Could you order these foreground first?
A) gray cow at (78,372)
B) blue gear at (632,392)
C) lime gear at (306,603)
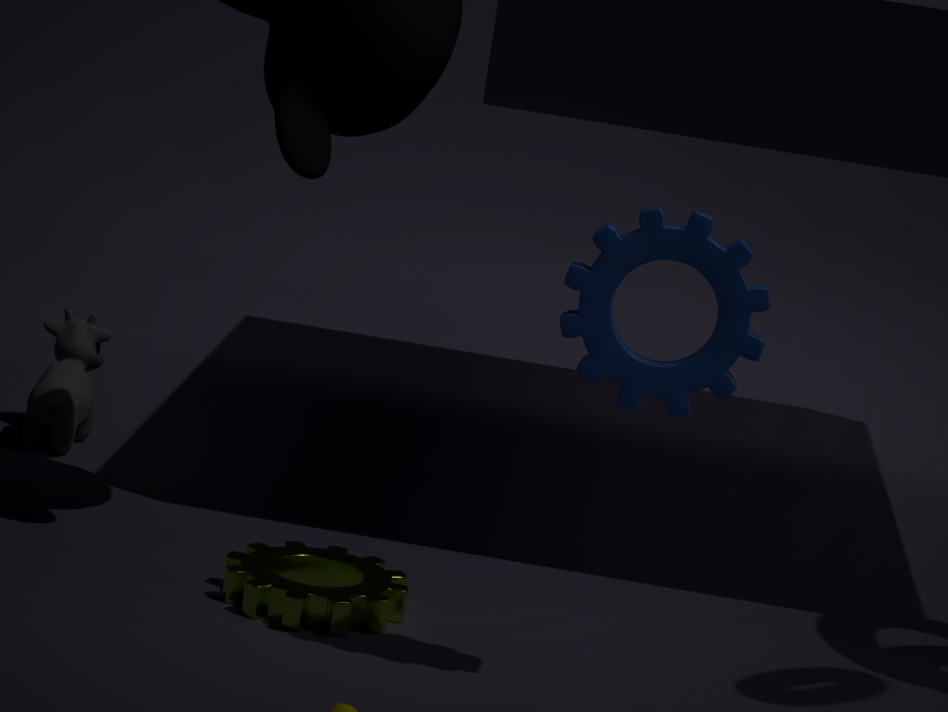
blue gear at (632,392) < lime gear at (306,603) < gray cow at (78,372)
